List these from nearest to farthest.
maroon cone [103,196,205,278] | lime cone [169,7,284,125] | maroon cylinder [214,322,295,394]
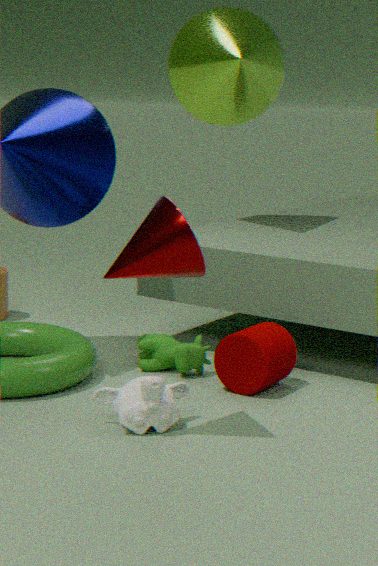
1. maroon cone [103,196,205,278]
2. maroon cylinder [214,322,295,394]
3. lime cone [169,7,284,125]
